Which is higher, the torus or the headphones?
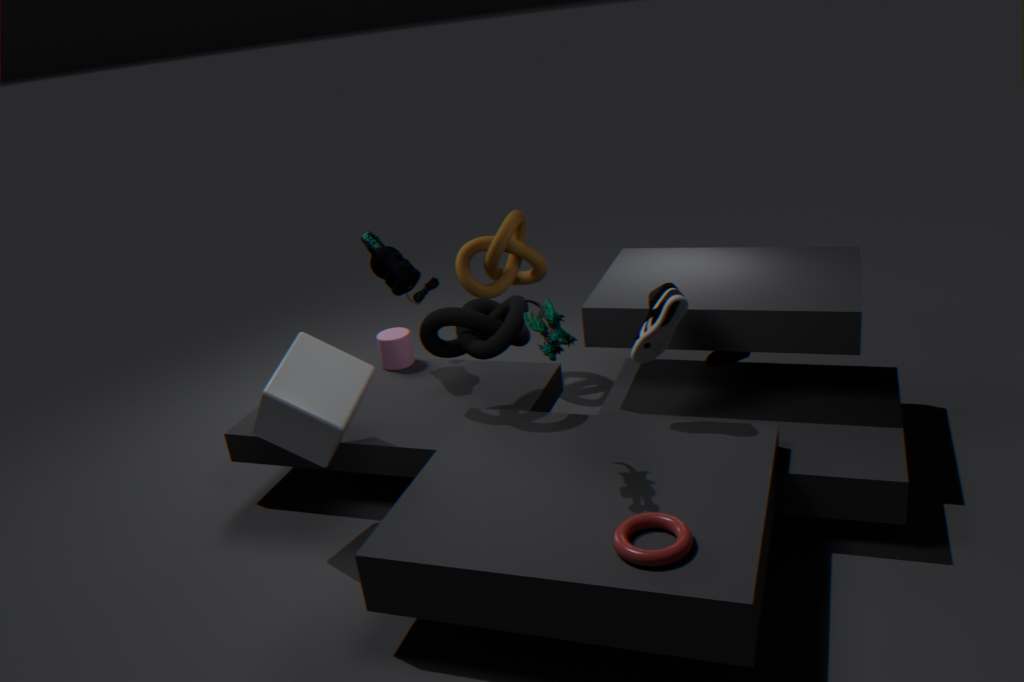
the headphones
